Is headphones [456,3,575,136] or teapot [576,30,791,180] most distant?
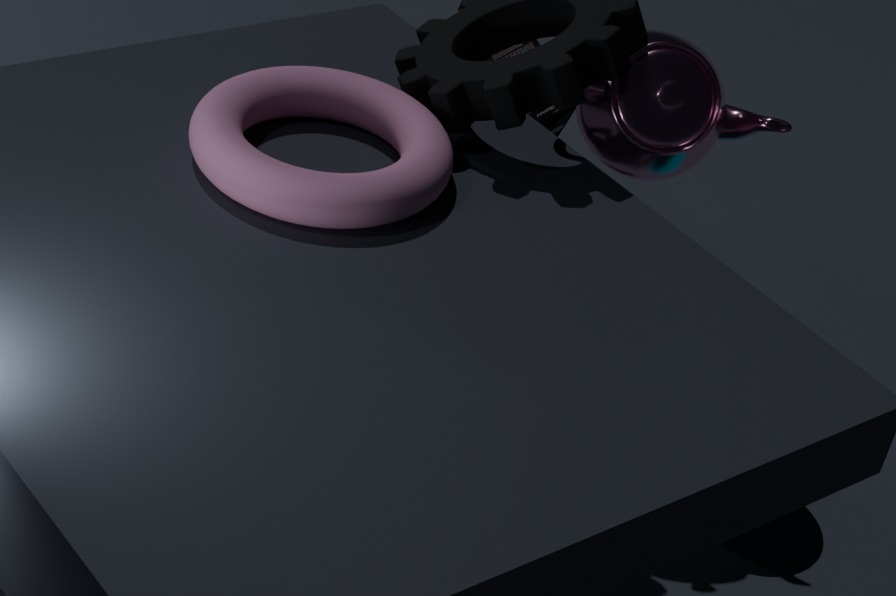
headphones [456,3,575,136]
